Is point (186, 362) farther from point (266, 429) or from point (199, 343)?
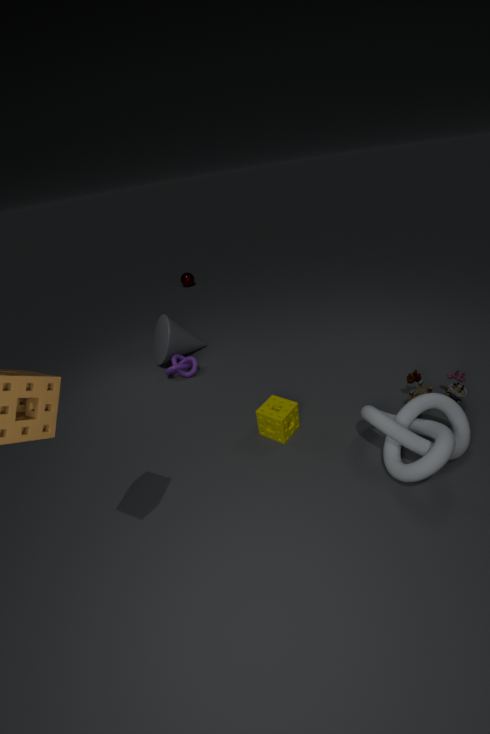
point (266, 429)
